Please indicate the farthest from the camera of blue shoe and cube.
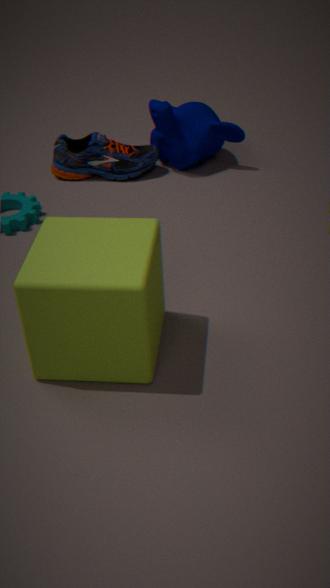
blue shoe
